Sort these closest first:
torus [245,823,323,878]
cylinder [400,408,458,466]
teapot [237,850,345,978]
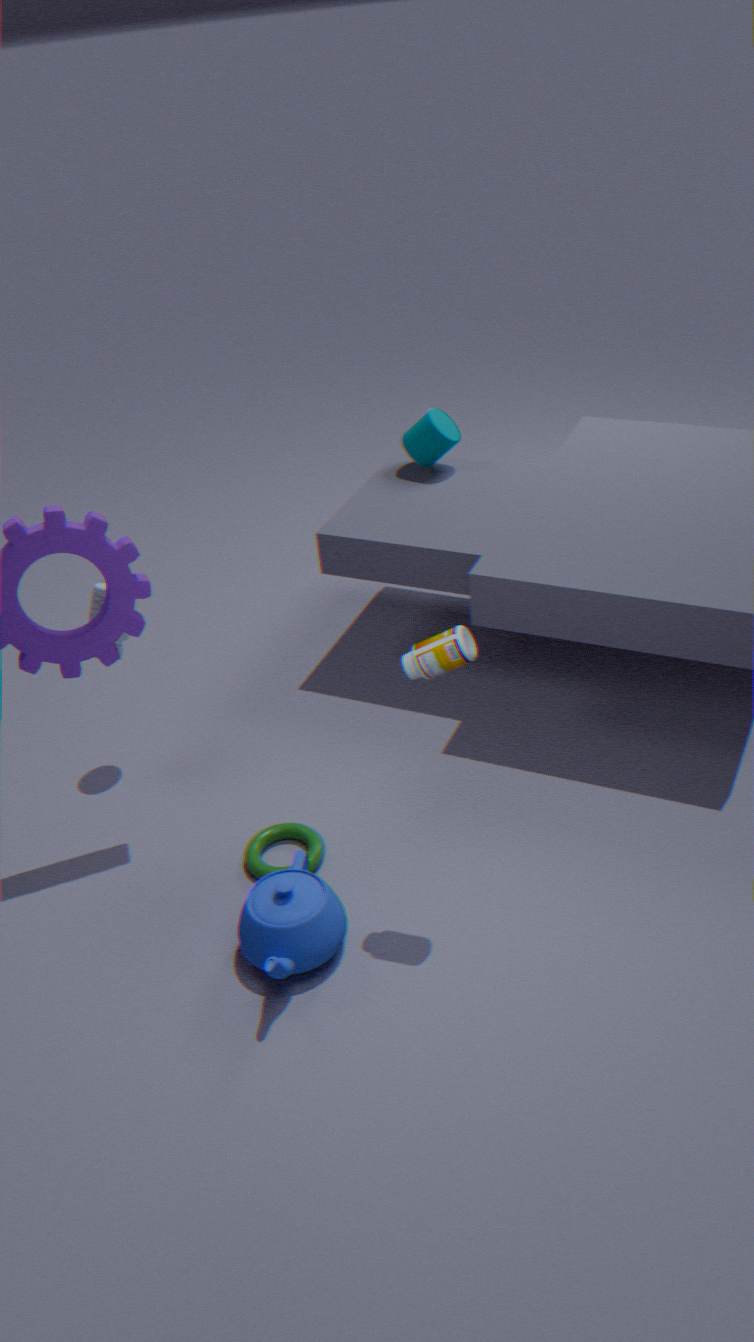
teapot [237,850,345,978]
torus [245,823,323,878]
cylinder [400,408,458,466]
